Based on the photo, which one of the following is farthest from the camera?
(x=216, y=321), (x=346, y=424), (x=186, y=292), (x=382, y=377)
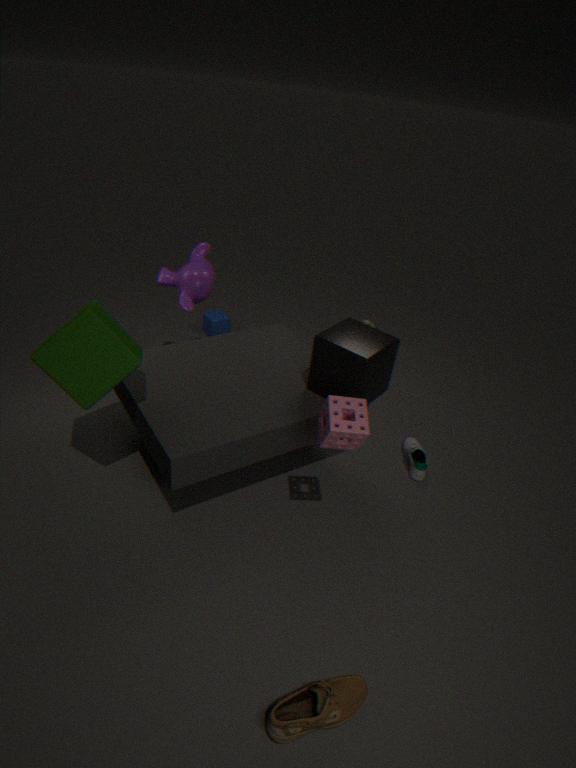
(x=216, y=321)
